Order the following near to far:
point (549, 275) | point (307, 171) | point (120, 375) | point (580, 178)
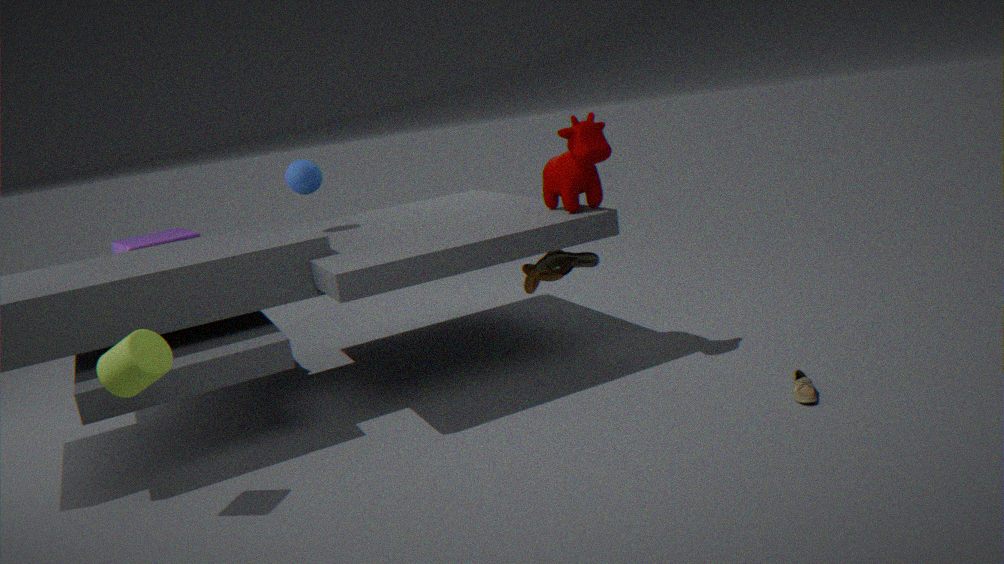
point (120, 375) < point (580, 178) < point (549, 275) < point (307, 171)
